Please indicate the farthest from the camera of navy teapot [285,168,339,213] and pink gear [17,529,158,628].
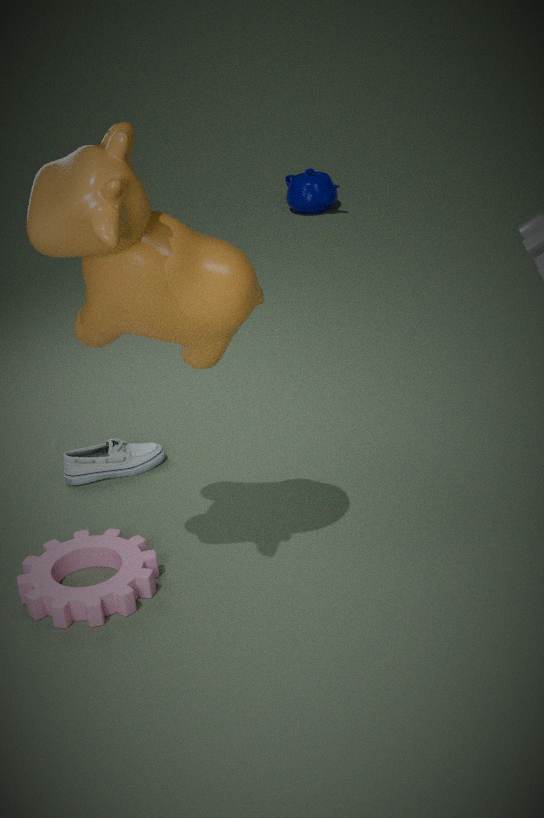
navy teapot [285,168,339,213]
